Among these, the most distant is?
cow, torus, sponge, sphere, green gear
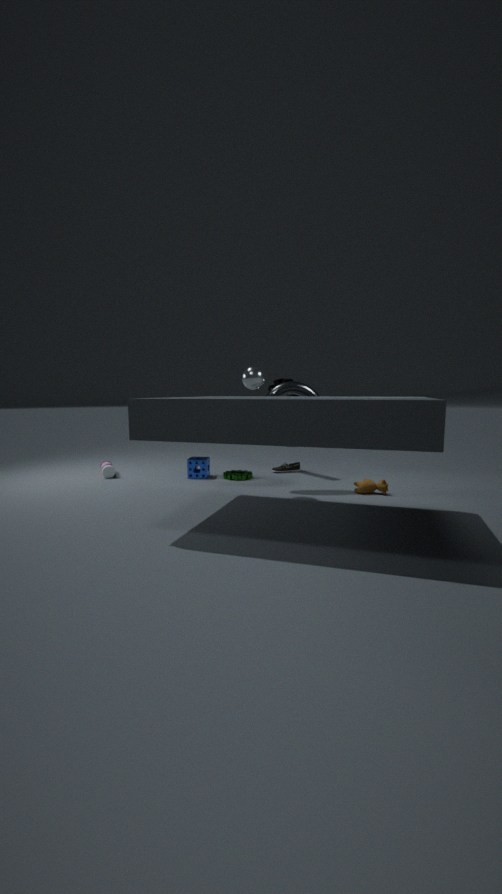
sponge
